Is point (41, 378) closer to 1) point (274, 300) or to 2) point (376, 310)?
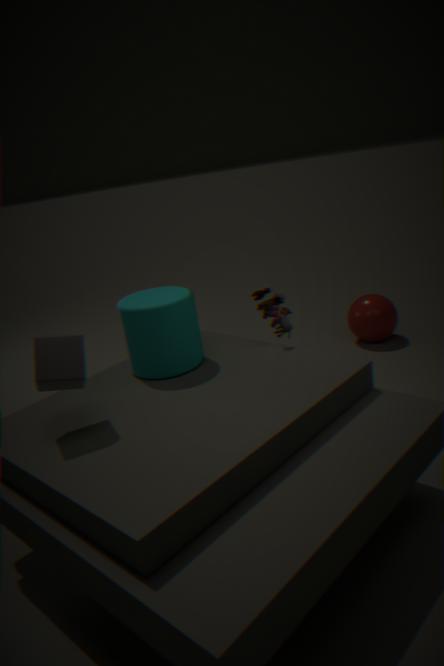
1) point (274, 300)
